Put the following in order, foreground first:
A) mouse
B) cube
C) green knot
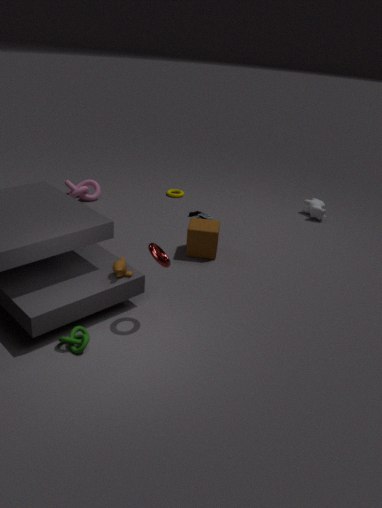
green knot
cube
mouse
